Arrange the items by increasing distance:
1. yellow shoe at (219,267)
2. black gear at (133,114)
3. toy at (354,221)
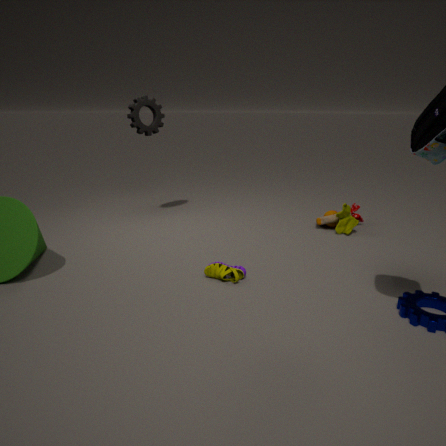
yellow shoe at (219,267) < toy at (354,221) < black gear at (133,114)
